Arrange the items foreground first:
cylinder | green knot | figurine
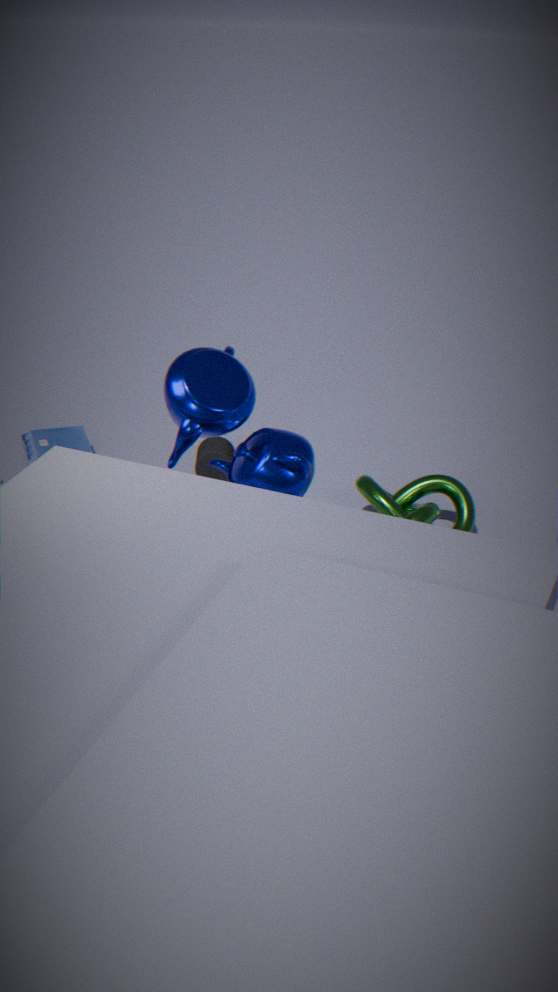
green knot < cylinder < figurine
